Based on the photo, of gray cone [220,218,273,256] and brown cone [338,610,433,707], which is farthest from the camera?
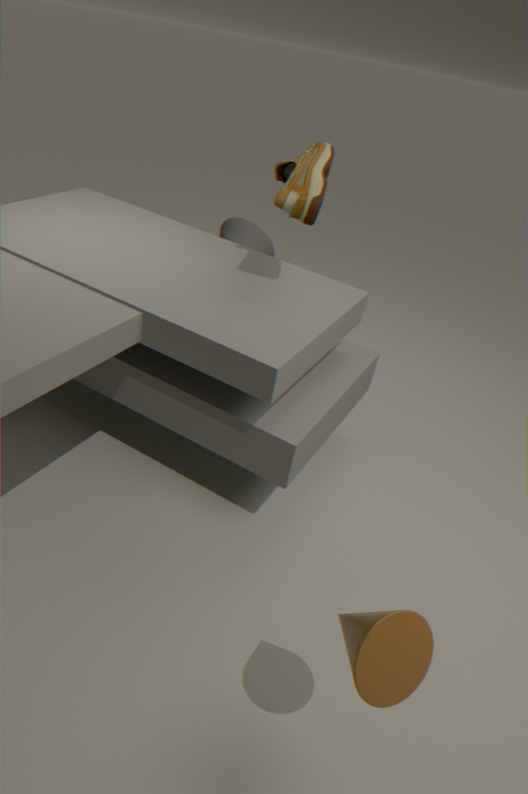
gray cone [220,218,273,256]
